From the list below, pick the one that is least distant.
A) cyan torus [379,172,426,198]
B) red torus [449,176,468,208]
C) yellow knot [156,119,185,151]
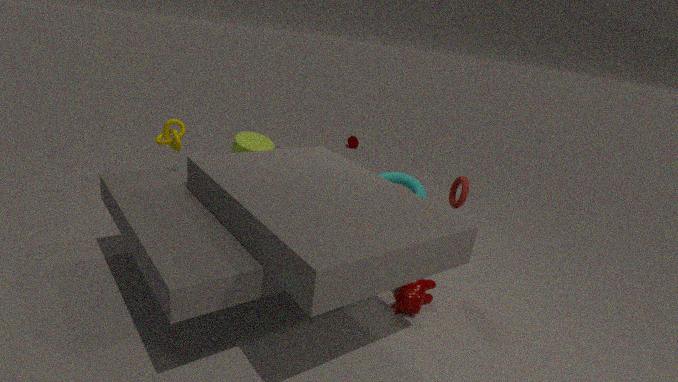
red torus [449,176,468,208]
